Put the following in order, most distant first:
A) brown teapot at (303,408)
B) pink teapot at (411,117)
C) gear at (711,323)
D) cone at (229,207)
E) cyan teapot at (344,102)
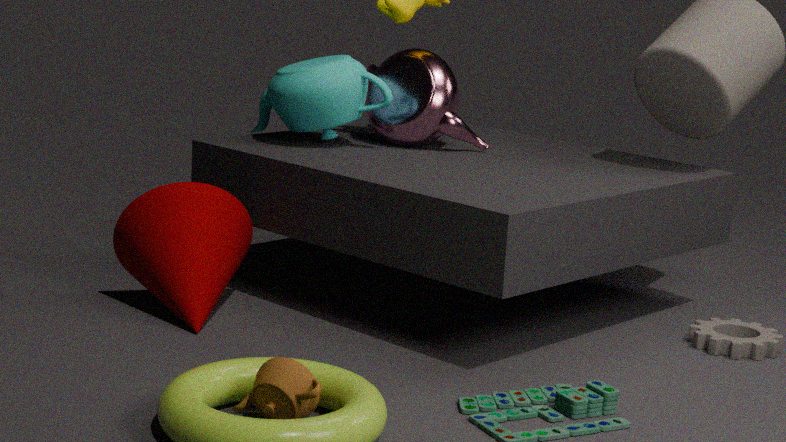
pink teapot at (411,117) < cyan teapot at (344,102) < gear at (711,323) < cone at (229,207) < brown teapot at (303,408)
